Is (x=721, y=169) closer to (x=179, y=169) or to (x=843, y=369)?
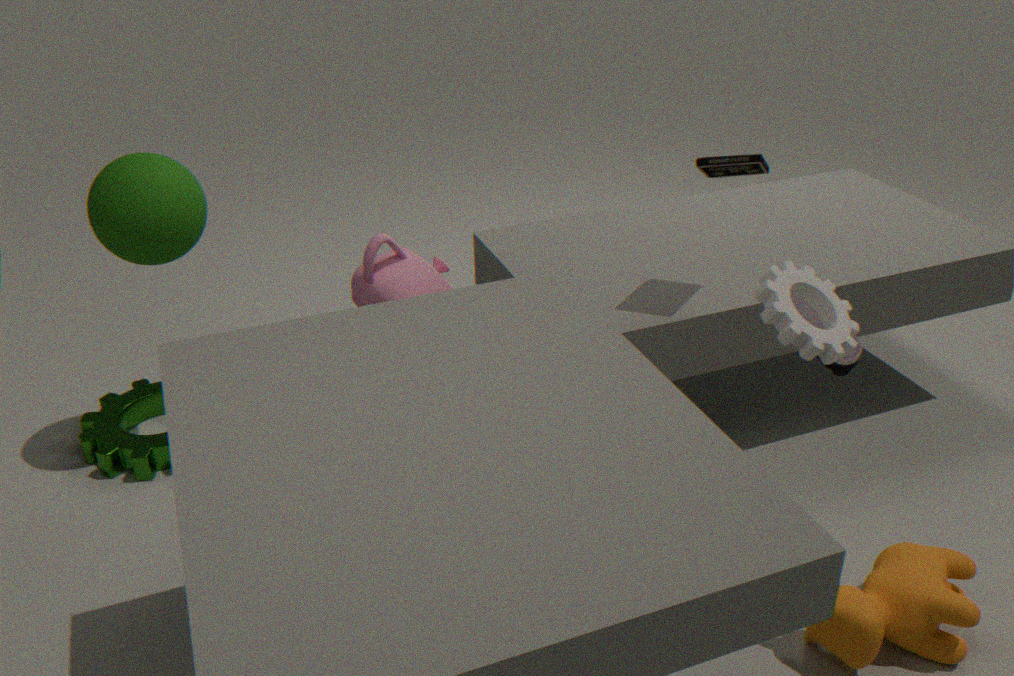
(x=843, y=369)
